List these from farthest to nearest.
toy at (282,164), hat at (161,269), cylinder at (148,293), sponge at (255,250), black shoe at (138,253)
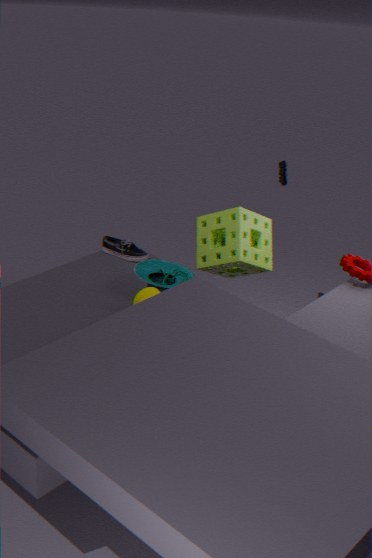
toy at (282,164) < black shoe at (138,253) < sponge at (255,250) < hat at (161,269) < cylinder at (148,293)
